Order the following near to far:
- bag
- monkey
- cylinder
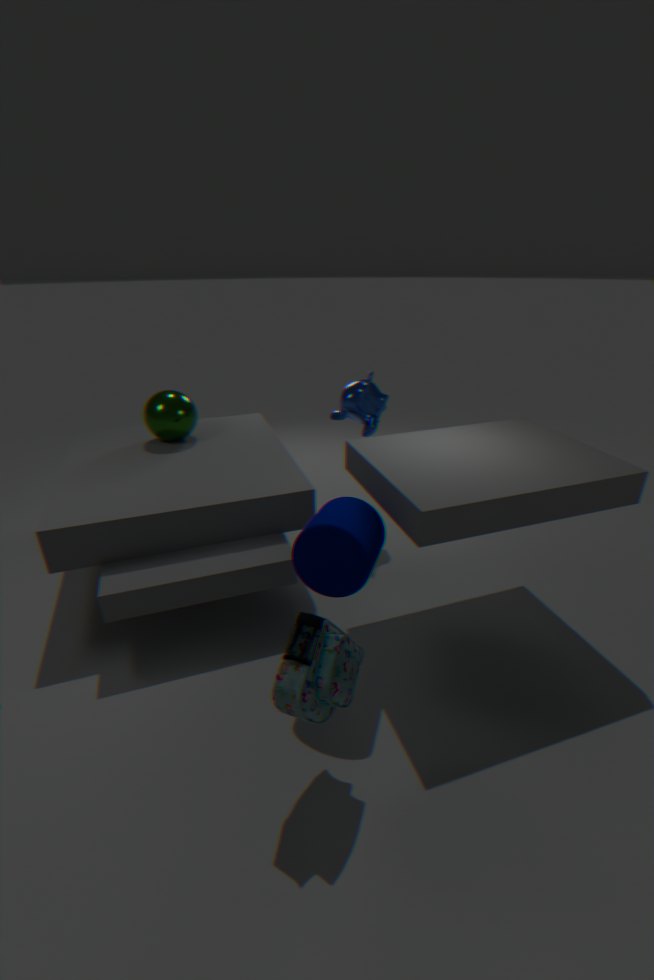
bag, cylinder, monkey
